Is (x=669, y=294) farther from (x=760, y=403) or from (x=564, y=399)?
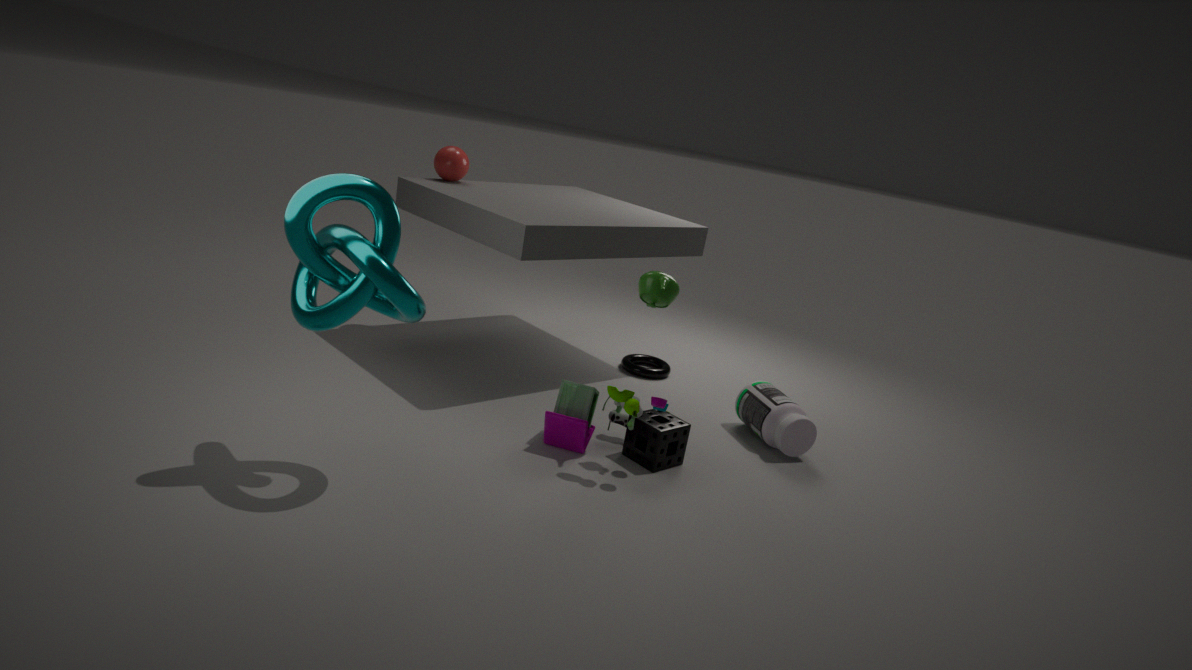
(x=760, y=403)
